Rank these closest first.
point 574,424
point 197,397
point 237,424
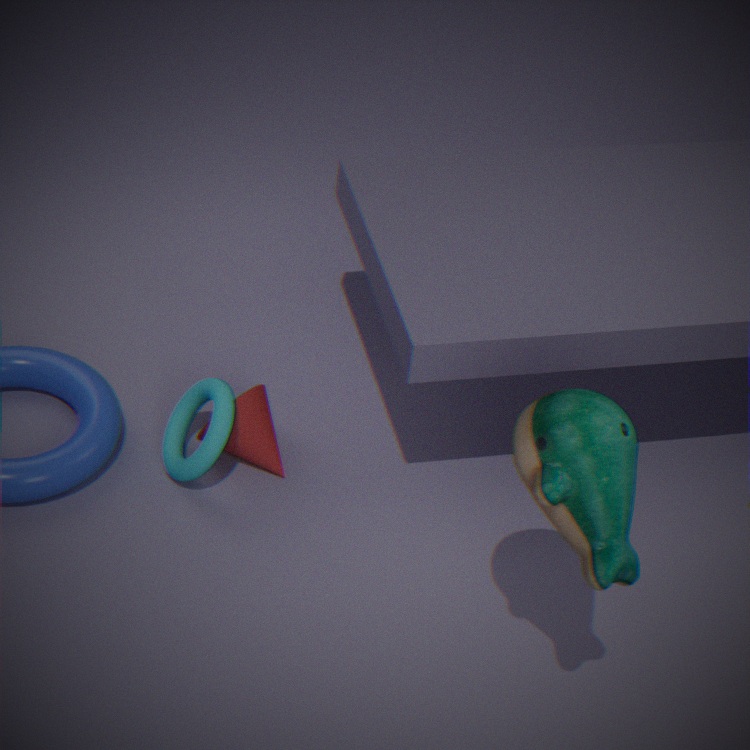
point 574,424 → point 237,424 → point 197,397
